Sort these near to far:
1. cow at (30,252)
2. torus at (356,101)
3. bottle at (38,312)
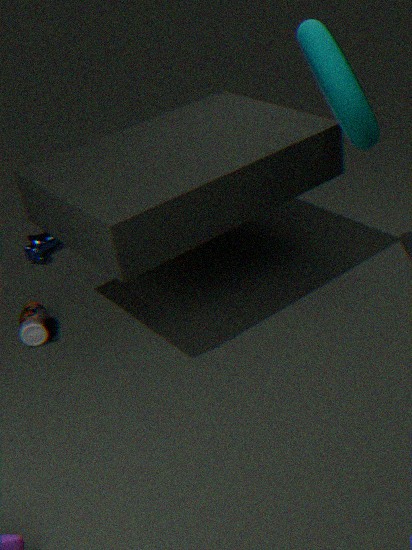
torus at (356,101) → bottle at (38,312) → cow at (30,252)
